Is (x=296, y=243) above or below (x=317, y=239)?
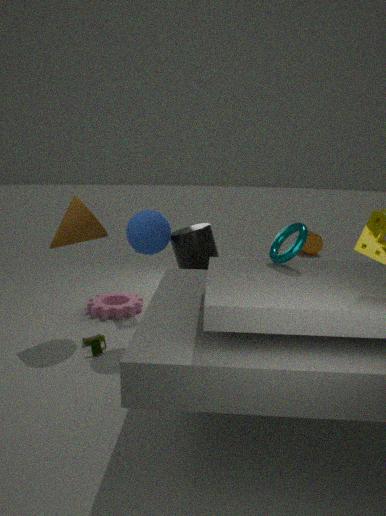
above
